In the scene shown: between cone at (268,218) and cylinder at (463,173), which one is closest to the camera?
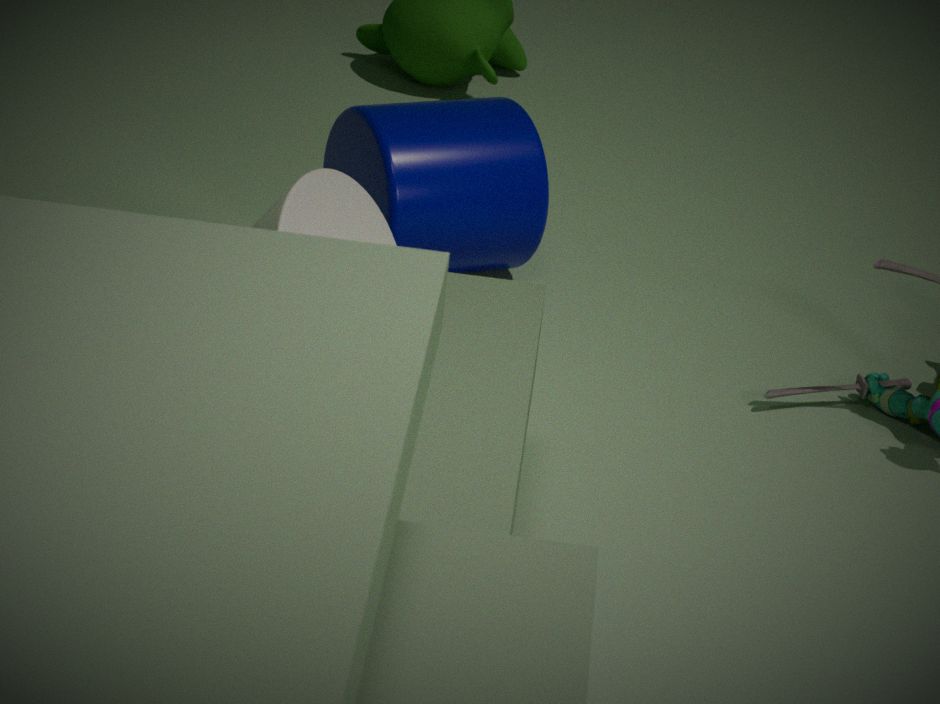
cone at (268,218)
